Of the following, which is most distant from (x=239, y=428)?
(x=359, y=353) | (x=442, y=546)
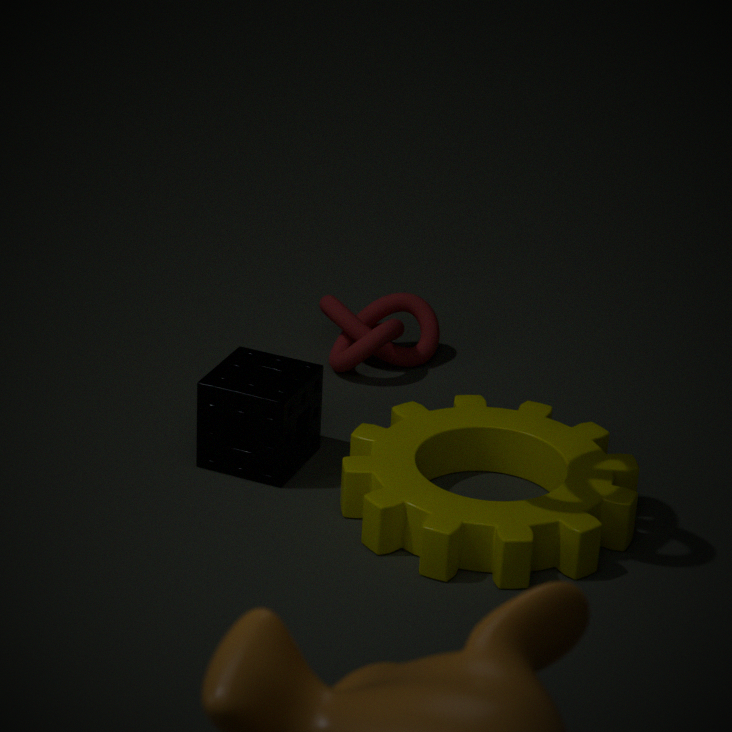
(x=359, y=353)
